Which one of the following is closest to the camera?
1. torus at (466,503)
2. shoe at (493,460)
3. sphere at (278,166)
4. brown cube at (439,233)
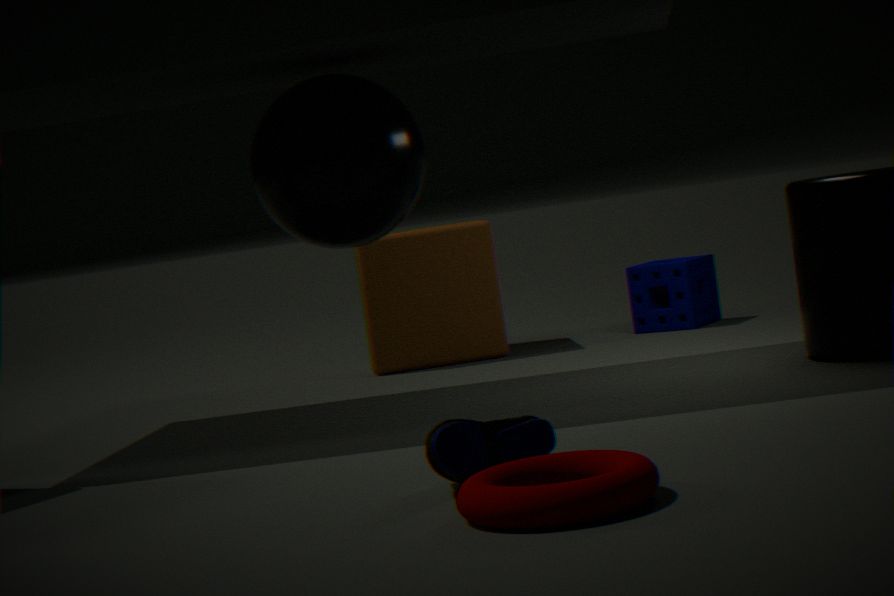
torus at (466,503)
